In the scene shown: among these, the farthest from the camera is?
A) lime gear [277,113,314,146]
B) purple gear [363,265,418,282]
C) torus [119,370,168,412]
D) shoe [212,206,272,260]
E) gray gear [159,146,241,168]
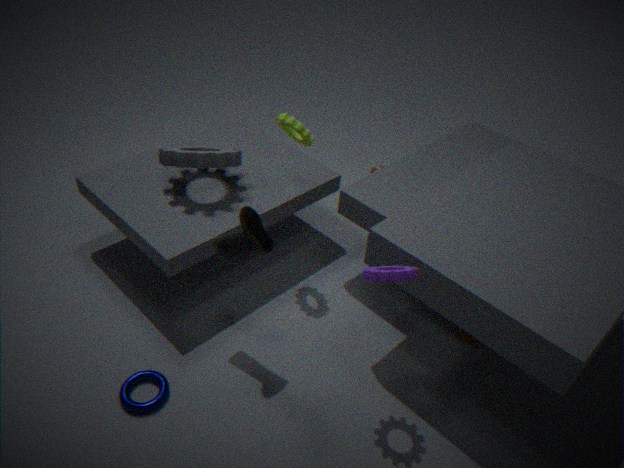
gray gear [159,146,241,168]
